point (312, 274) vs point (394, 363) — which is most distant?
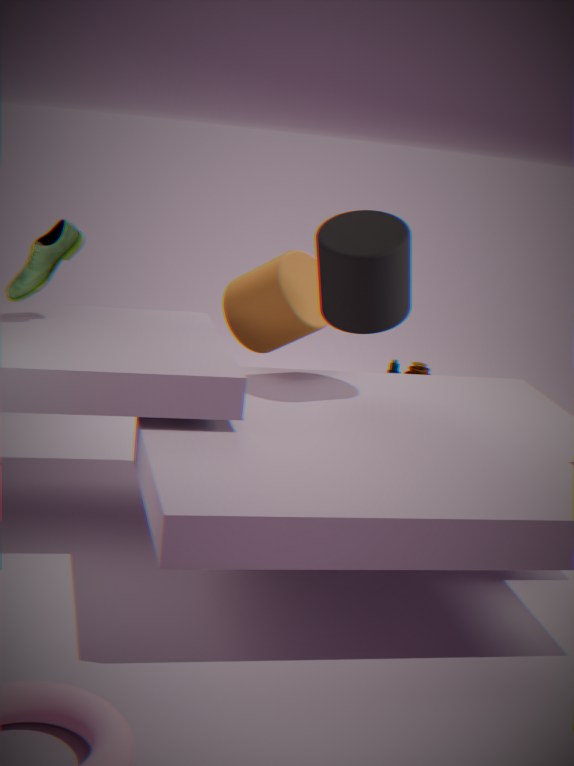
point (394, 363)
